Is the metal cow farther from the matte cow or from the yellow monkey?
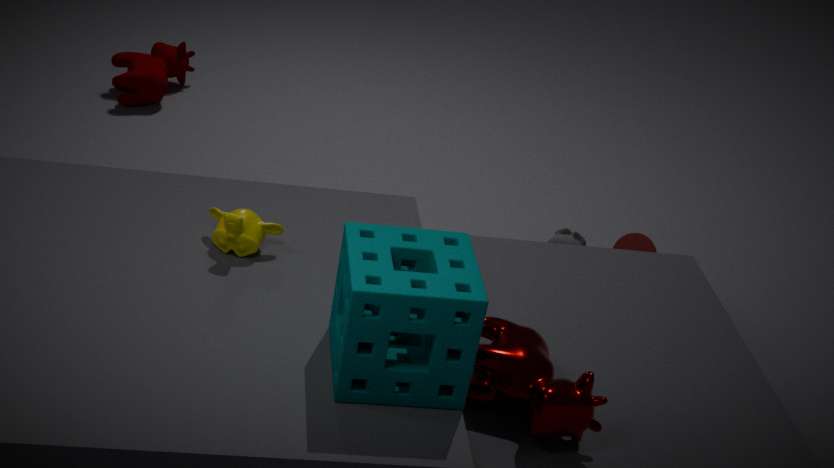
the matte cow
